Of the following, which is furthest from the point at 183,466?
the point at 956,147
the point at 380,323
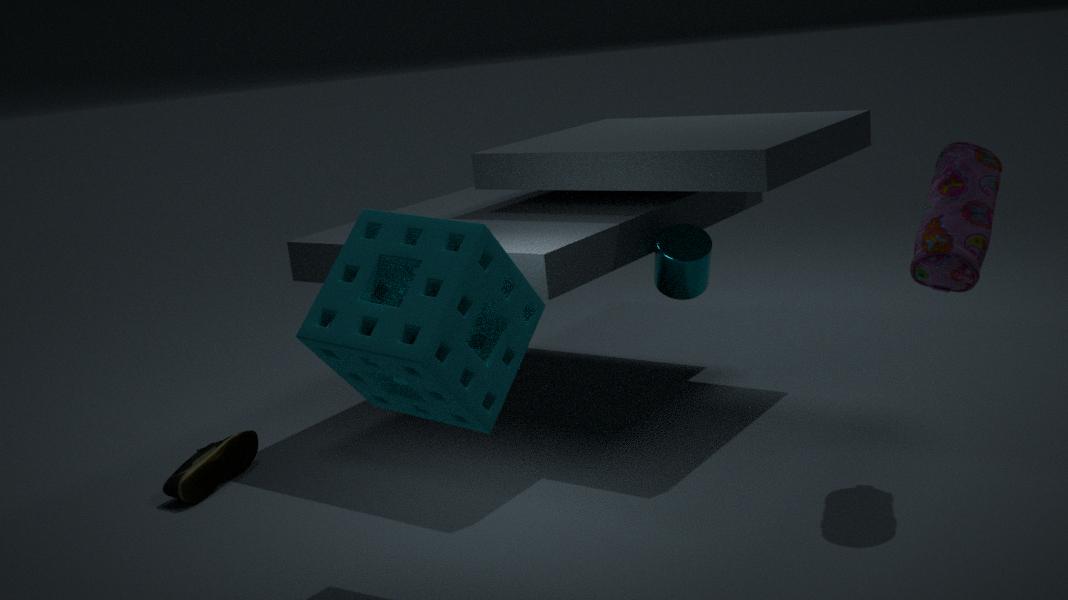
the point at 956,147
